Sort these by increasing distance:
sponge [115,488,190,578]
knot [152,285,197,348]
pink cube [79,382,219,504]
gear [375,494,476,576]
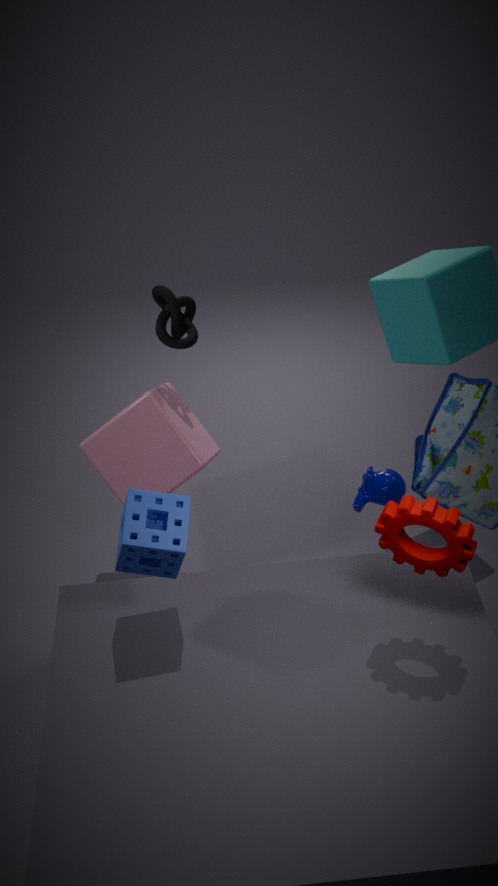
gear [375,494,476,576] < sponge [115,488,190,578] < pink cube [79,382,219,504] < knot [152,285,197,348]
